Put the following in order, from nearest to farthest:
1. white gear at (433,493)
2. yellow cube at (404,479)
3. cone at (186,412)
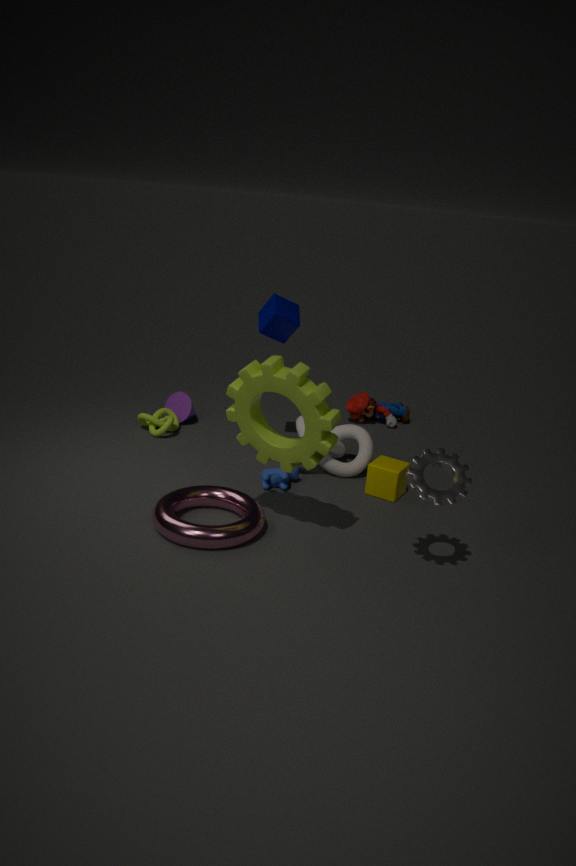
white gear at (433,493) → yellow cube at (404,479) → cone at (186,412)
